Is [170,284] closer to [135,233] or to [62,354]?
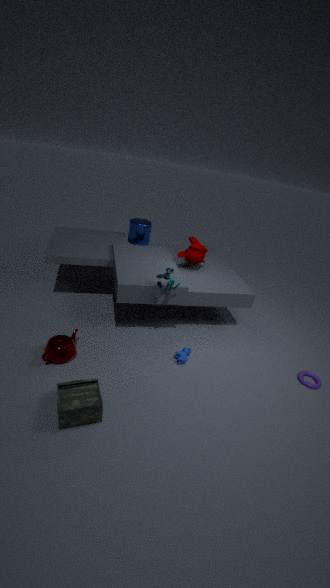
[62,354]
